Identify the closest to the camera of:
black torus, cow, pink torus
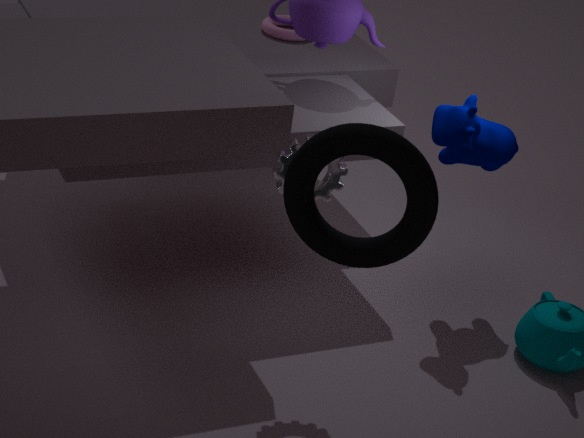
black torus
